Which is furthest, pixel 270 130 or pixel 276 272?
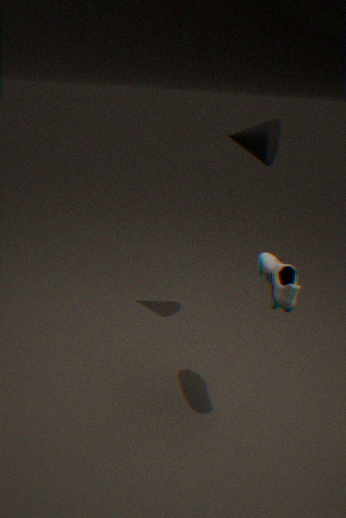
pixel 270 130
